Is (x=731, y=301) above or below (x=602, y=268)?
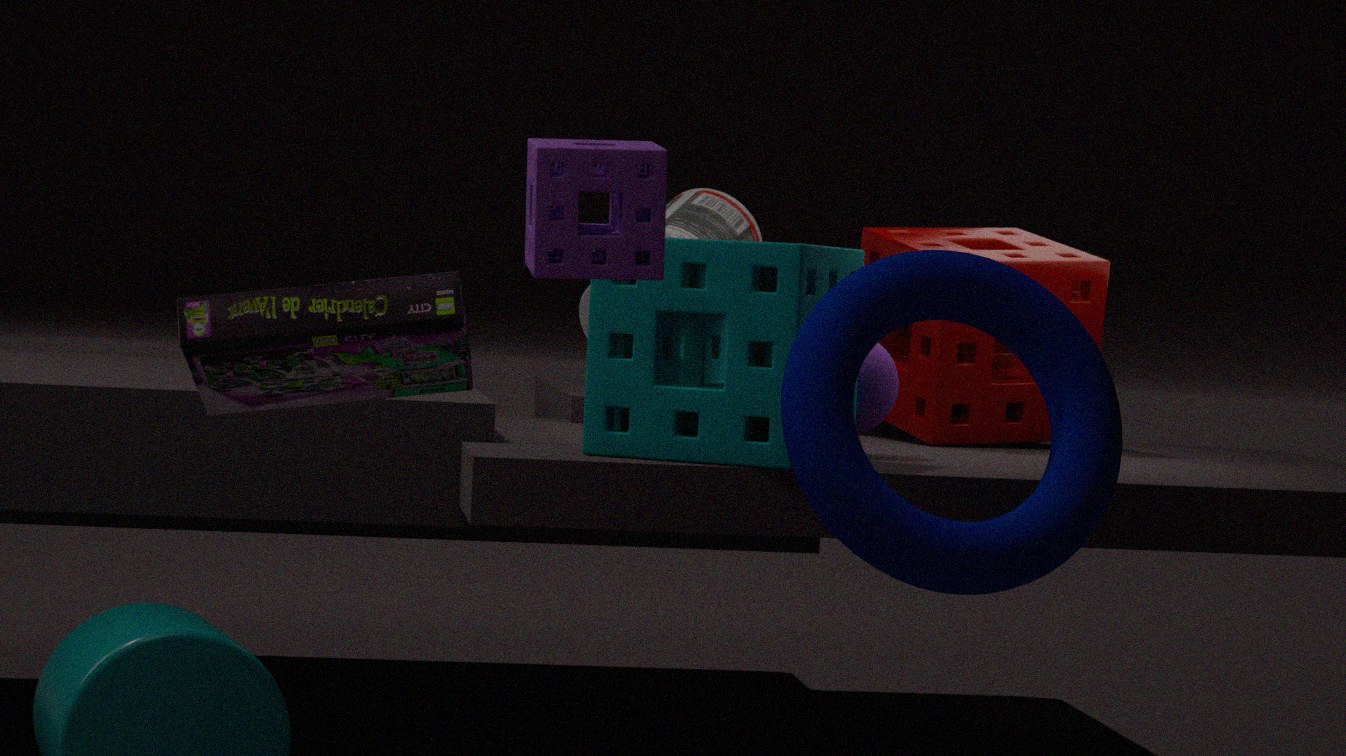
below
